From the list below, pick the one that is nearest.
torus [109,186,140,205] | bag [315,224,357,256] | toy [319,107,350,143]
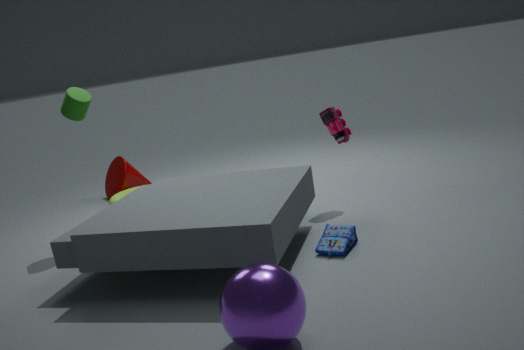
bag [315,224,357,256]
